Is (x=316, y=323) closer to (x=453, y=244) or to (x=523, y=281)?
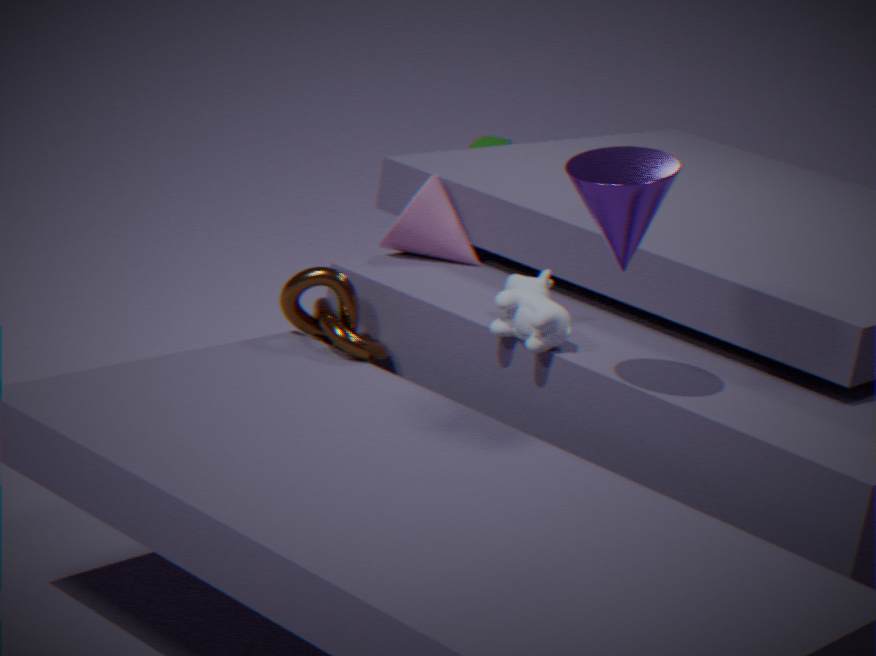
(x=453, y=244)
